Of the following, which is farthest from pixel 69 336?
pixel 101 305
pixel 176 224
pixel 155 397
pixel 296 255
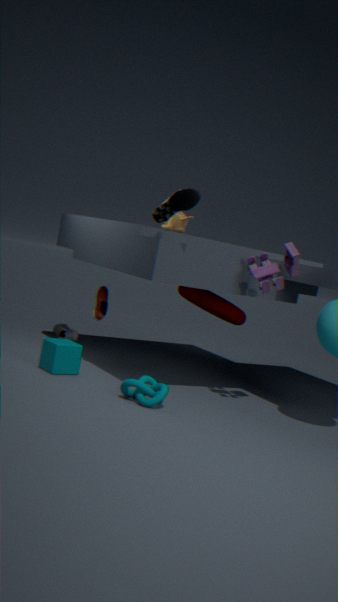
pixel 296 255
